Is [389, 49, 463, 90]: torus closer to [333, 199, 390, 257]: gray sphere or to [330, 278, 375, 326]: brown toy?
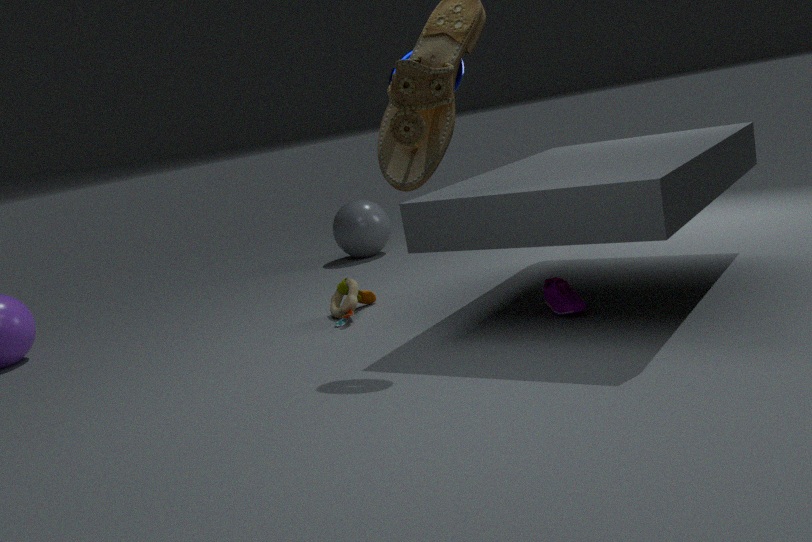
[330, 278, 375, 326]: brown toy
